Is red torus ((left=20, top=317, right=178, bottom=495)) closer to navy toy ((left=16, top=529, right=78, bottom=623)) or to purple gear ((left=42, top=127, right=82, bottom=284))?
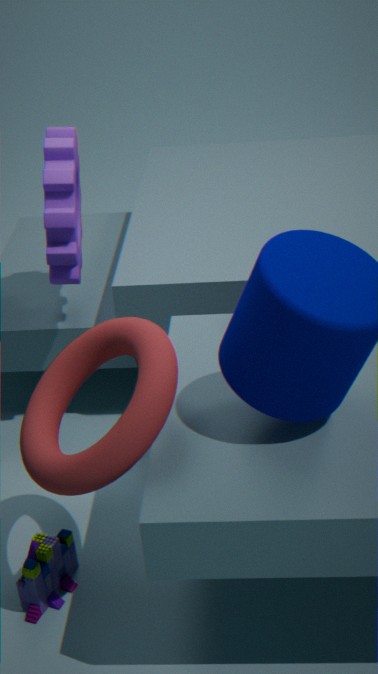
navy toy ((left=16, top=529, right=78, bottom=623))
